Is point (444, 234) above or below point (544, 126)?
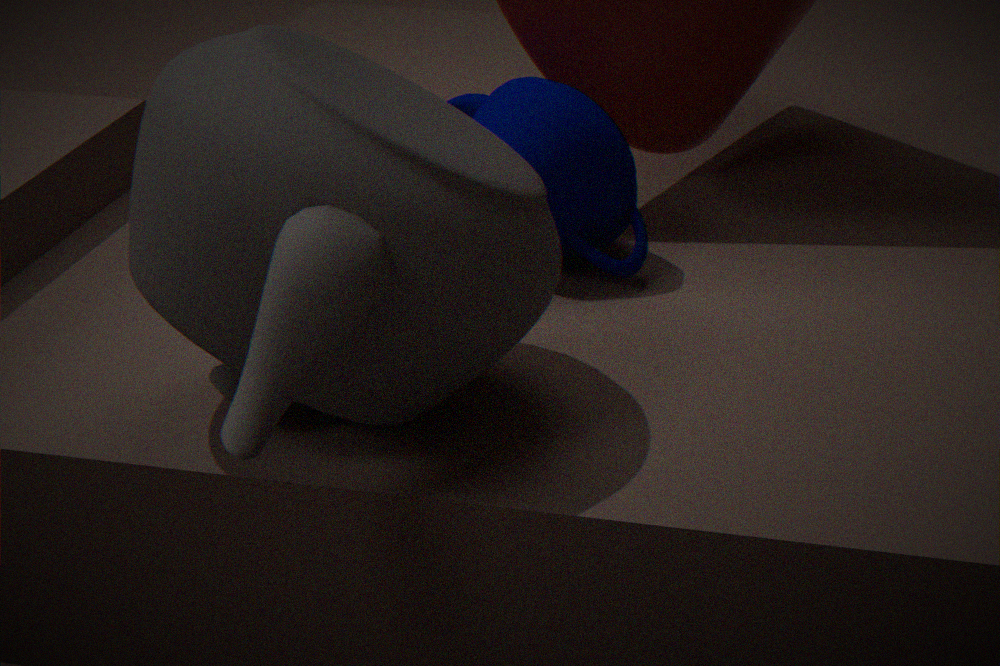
above
